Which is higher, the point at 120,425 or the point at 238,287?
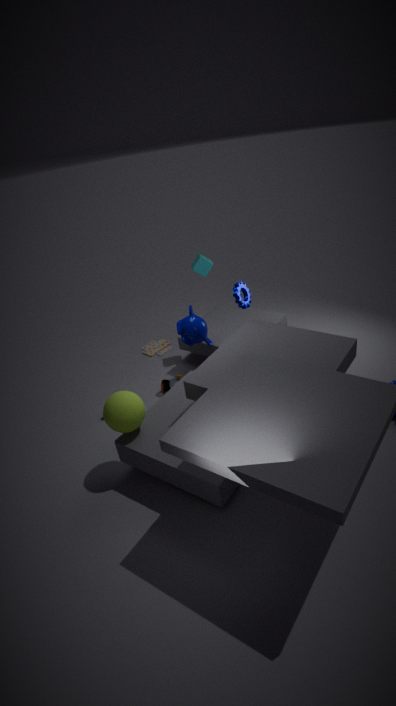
the point at 238,287
